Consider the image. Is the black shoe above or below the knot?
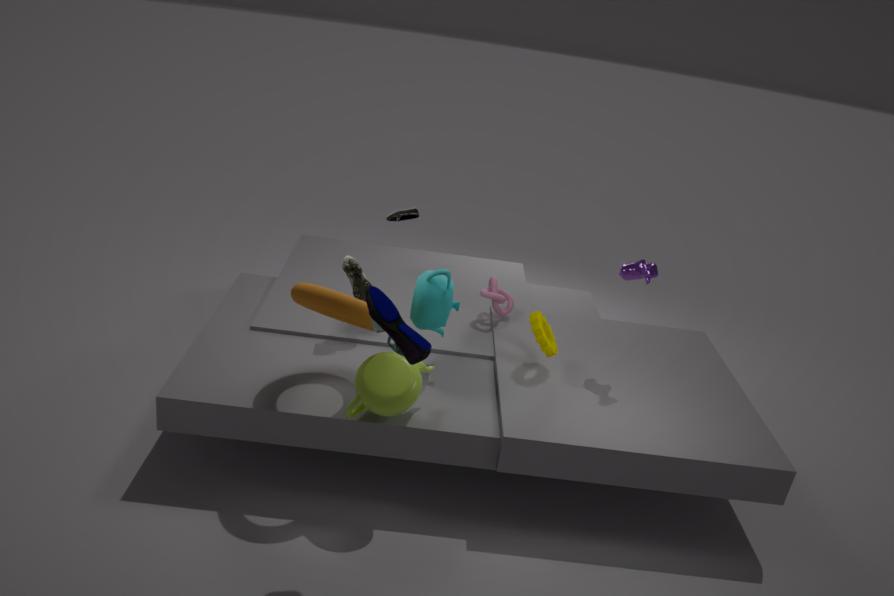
above
